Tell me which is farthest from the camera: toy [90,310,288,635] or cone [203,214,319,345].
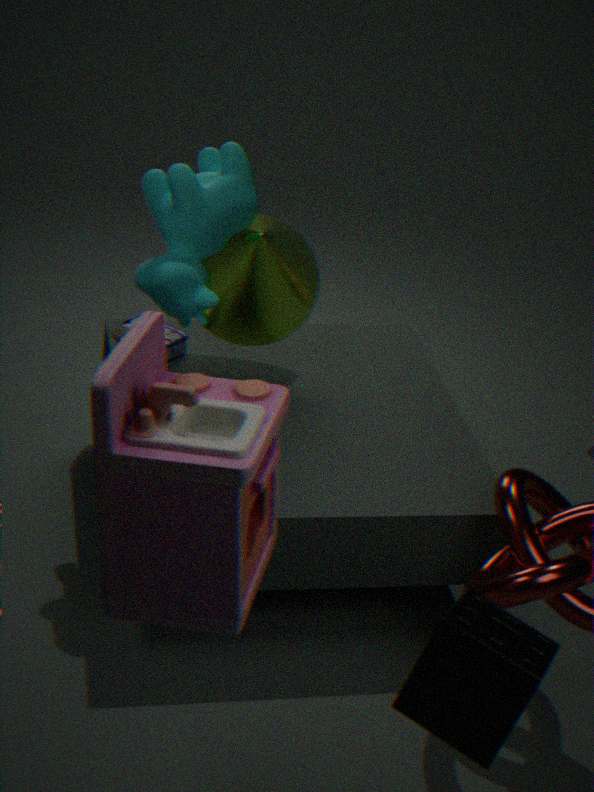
cone [203,214,319,345]
